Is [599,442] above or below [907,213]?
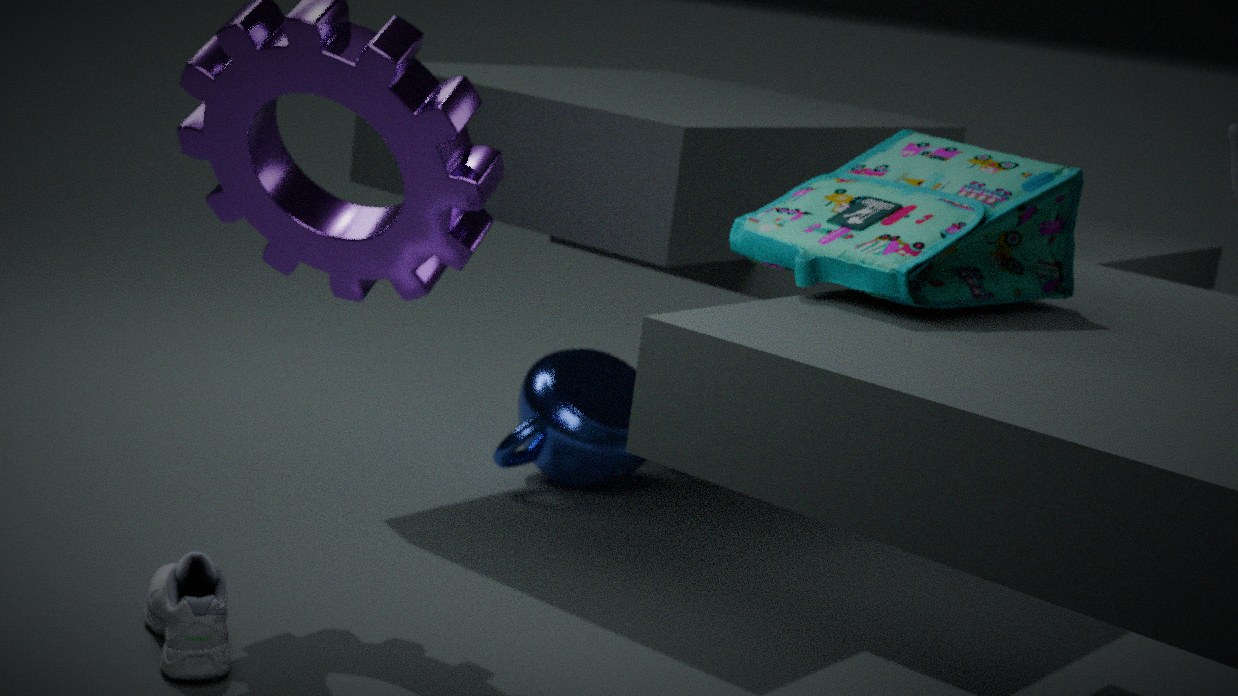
below
